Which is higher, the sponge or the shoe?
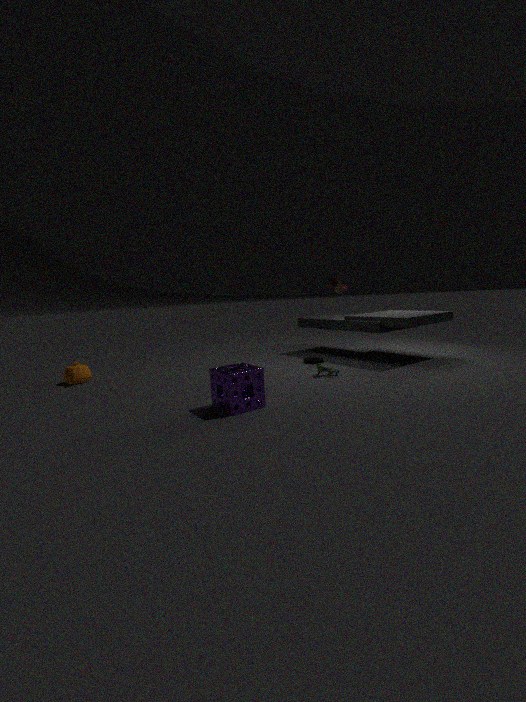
the shoe
